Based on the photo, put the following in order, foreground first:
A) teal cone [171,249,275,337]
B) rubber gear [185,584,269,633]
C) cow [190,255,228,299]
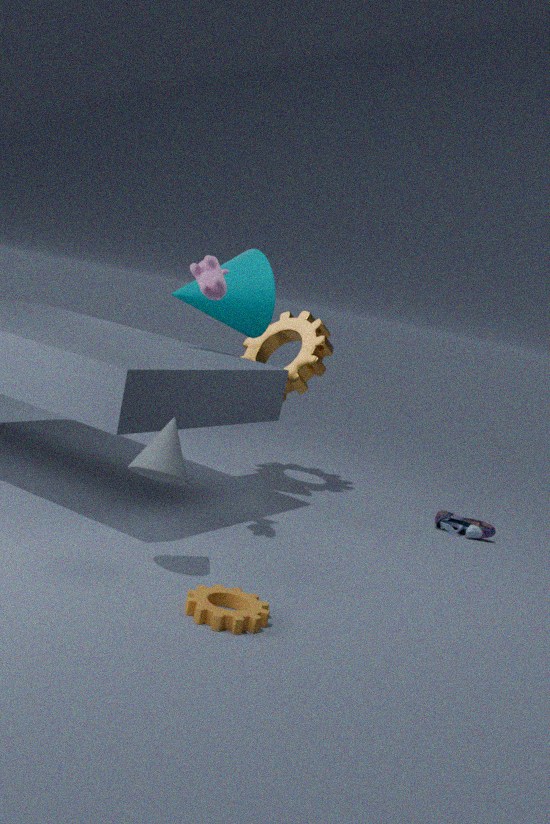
A: rubber gear [185,584,269,633], cow [190,255,228,299], teal cone [171,249,275,337]
